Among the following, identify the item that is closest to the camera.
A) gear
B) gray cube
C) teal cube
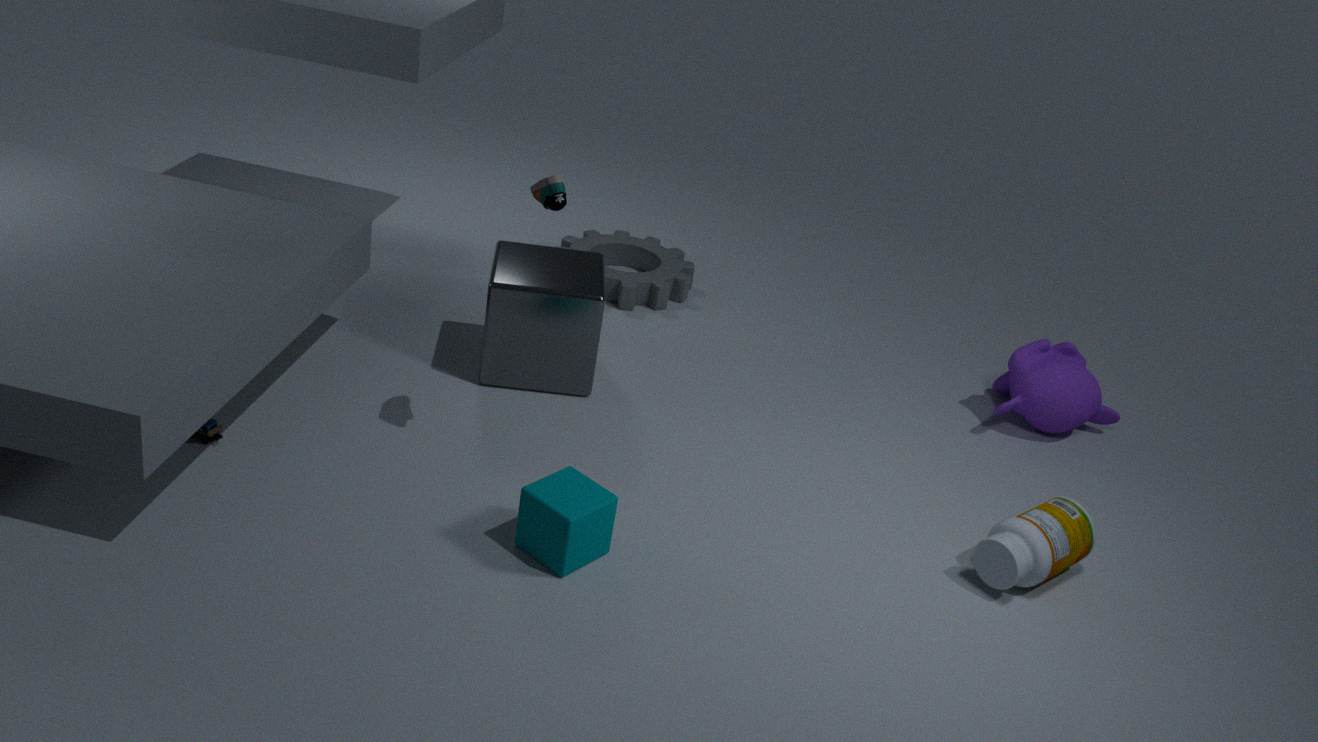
teal cube
